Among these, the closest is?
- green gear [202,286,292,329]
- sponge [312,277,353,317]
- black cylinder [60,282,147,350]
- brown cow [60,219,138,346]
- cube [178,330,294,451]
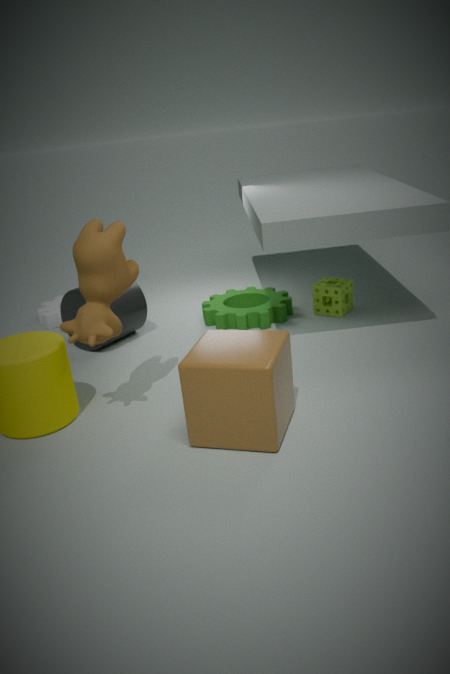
cube [178,330,294,451]
